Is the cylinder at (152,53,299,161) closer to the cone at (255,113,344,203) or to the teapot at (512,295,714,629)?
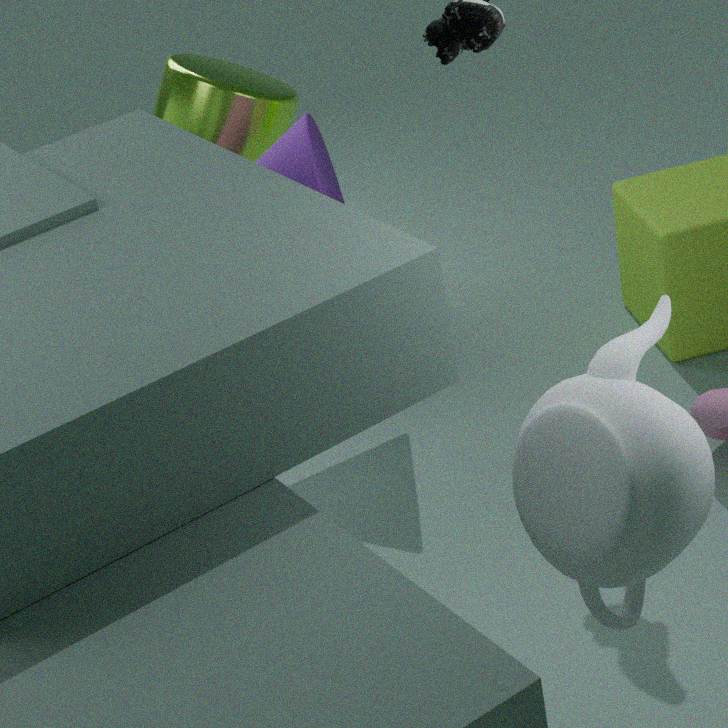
the cone at (255,113,344,203)
